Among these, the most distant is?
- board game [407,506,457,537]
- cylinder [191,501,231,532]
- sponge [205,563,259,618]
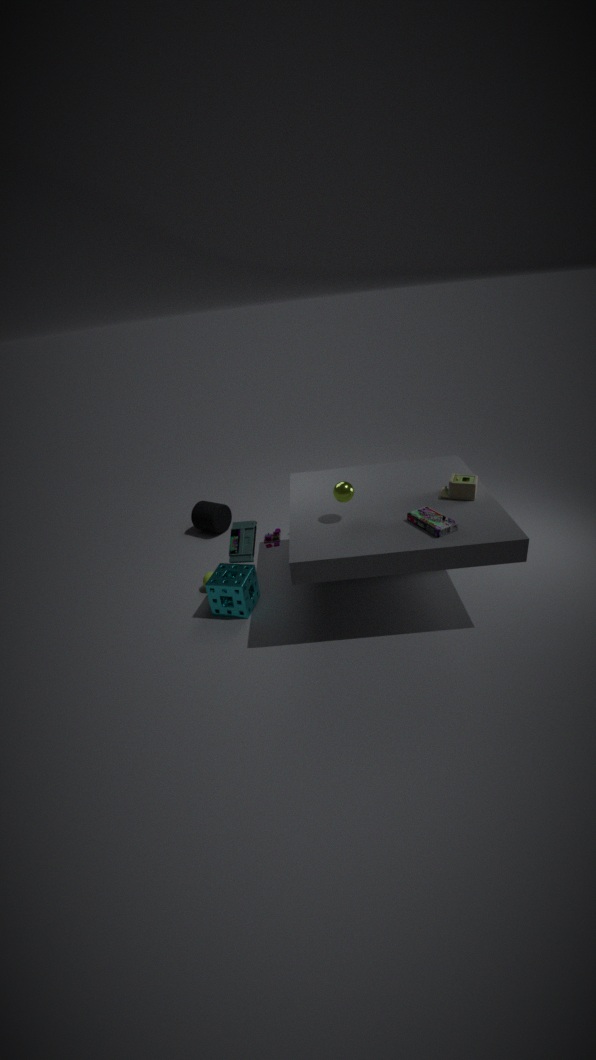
cylinder [191,501,231,532]
